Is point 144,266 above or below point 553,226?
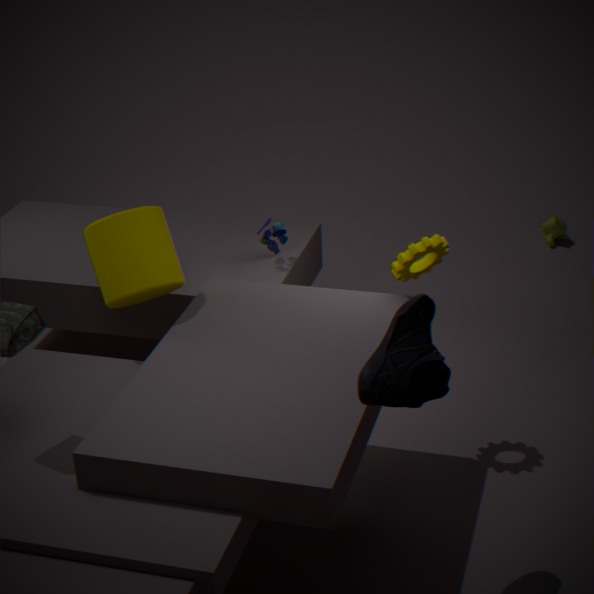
above
